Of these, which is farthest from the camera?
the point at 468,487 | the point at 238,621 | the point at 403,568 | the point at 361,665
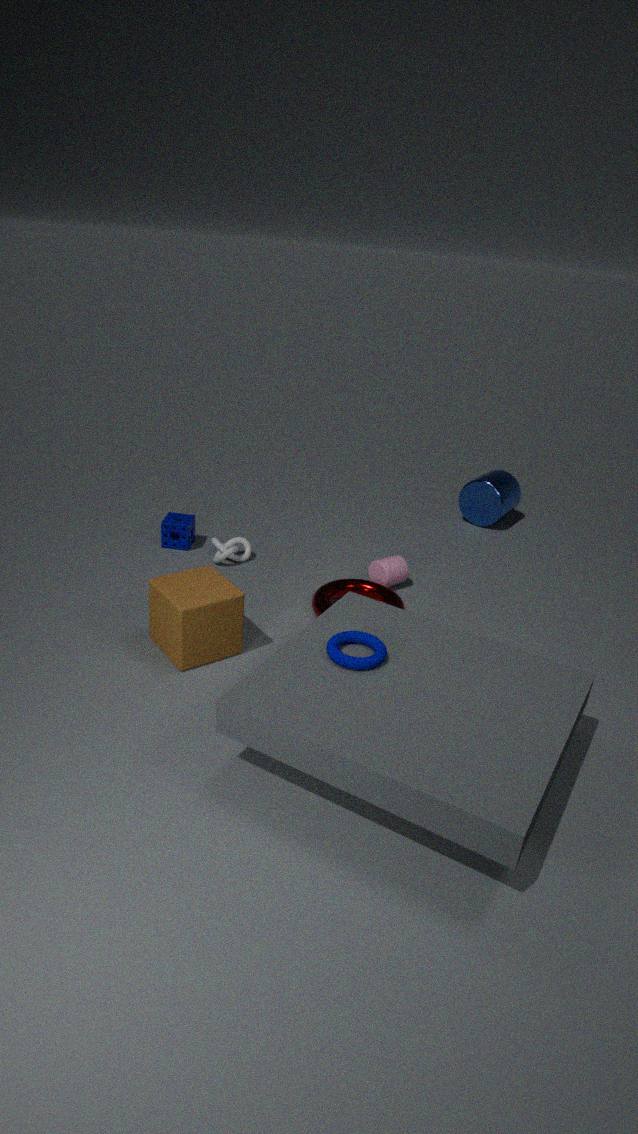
the point at 468,487
